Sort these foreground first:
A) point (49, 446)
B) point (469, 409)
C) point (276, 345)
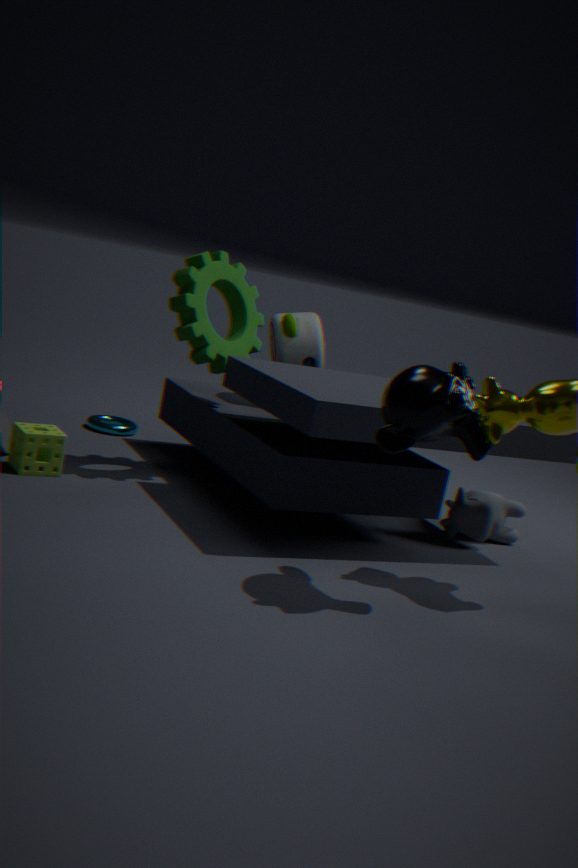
point (469, 409) < point (49, 446) < point (276, 345)
